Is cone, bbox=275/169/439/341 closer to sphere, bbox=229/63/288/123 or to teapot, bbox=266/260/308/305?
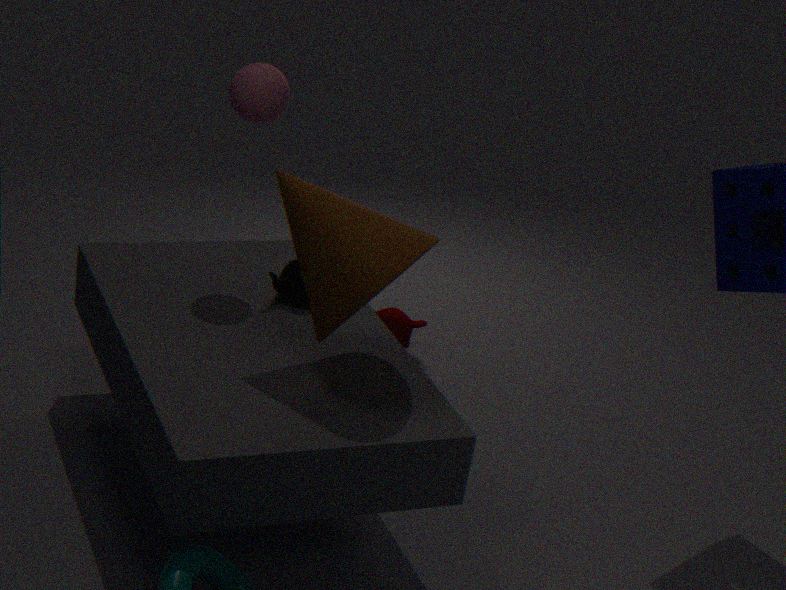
teapot, bbox=266/260/308/305
